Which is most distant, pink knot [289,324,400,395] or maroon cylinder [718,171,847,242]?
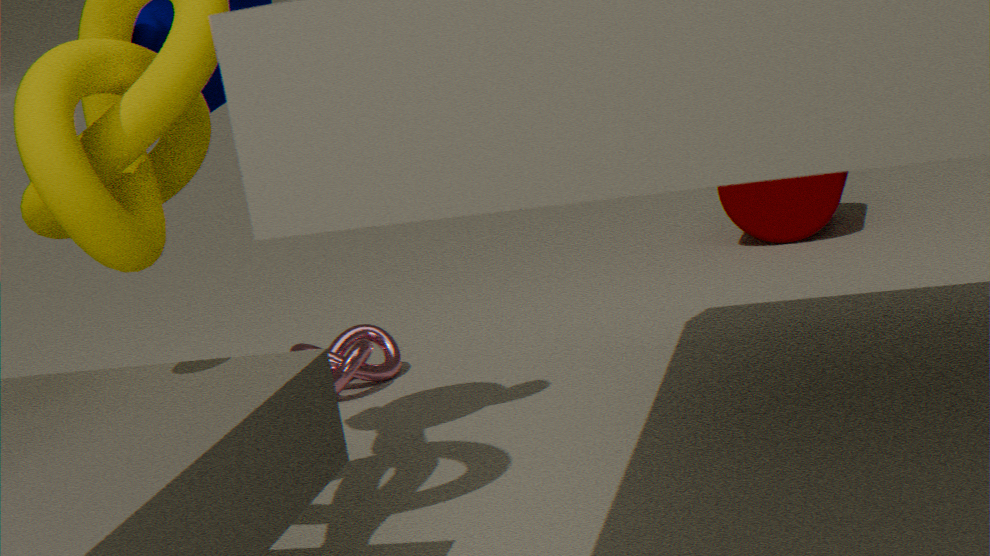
maroon cylinder [718,171,847,242]
